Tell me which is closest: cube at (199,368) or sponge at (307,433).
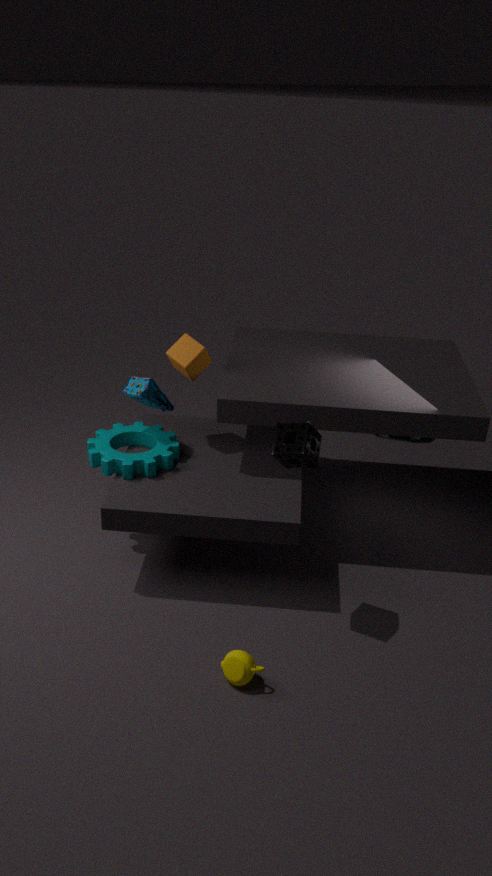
sponge at (307,433)
